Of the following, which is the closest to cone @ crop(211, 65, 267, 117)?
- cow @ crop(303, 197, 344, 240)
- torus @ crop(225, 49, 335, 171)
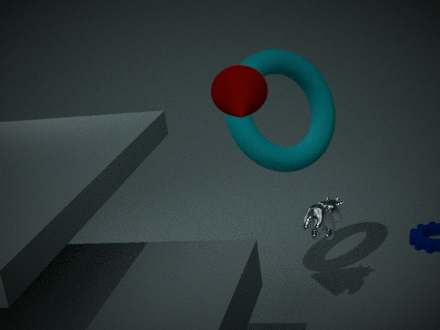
torus @ crop(225, 49, 335, 171)
